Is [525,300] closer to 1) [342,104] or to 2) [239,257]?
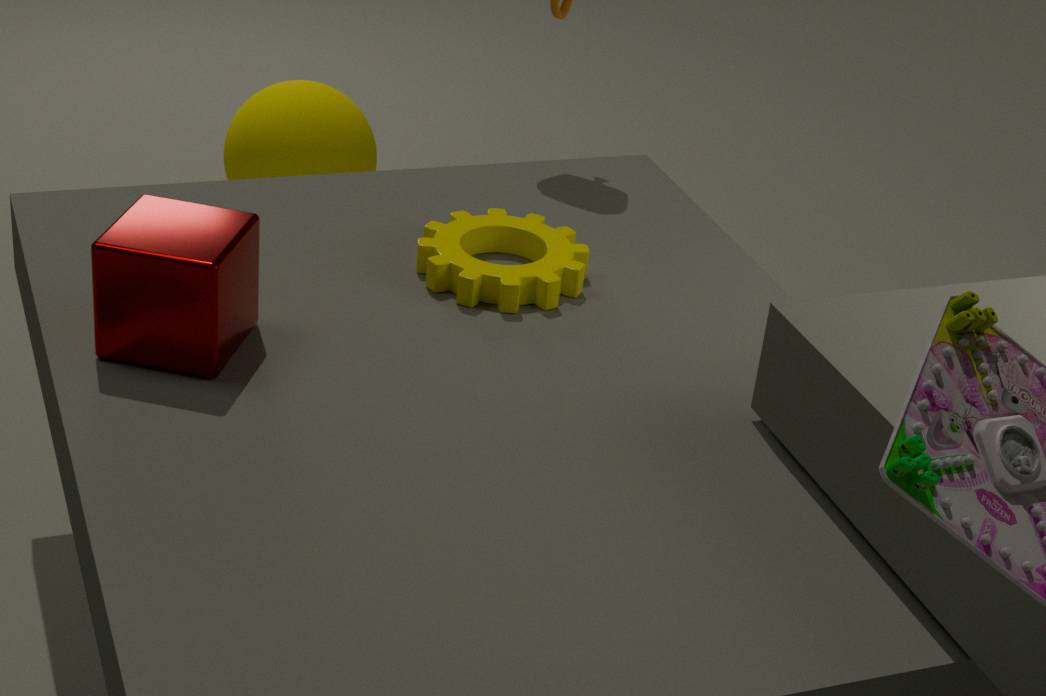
2) [239,257]
